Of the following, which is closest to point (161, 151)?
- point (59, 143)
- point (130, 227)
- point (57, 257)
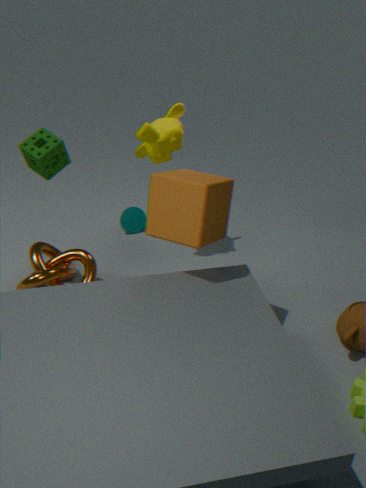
point (130, 227)
